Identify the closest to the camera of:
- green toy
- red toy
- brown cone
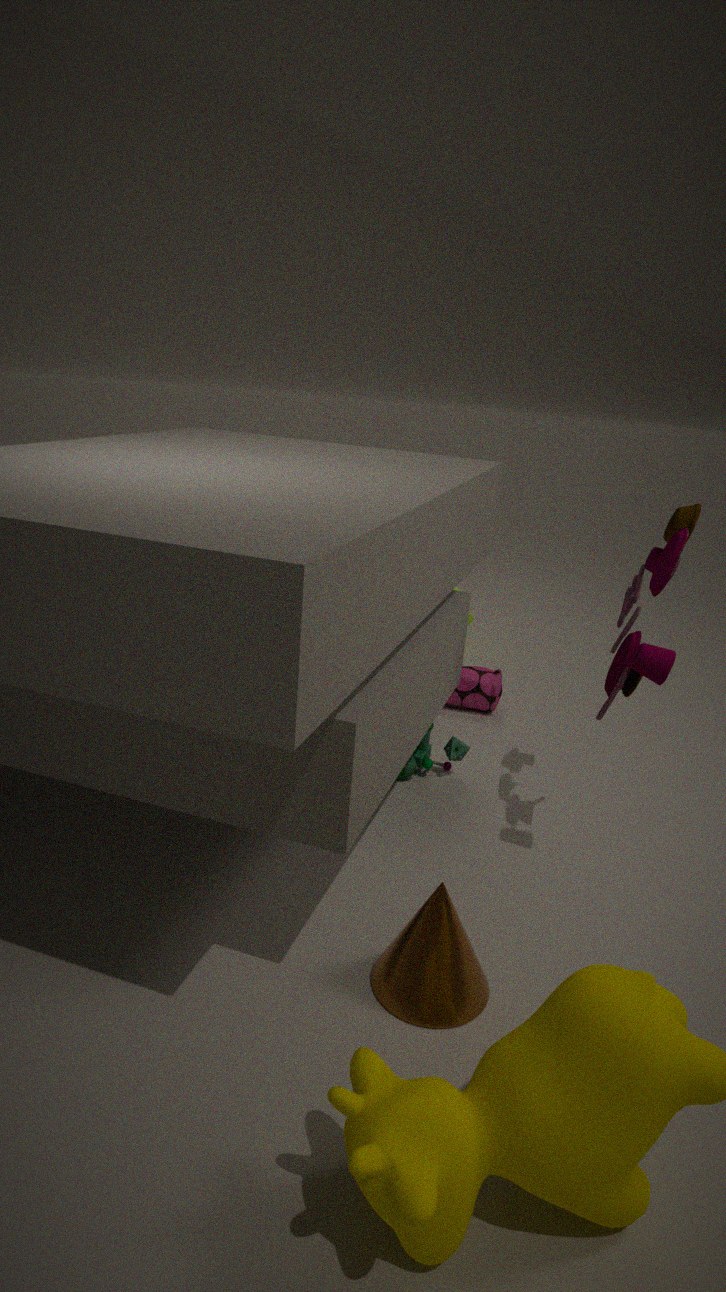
brown cone
